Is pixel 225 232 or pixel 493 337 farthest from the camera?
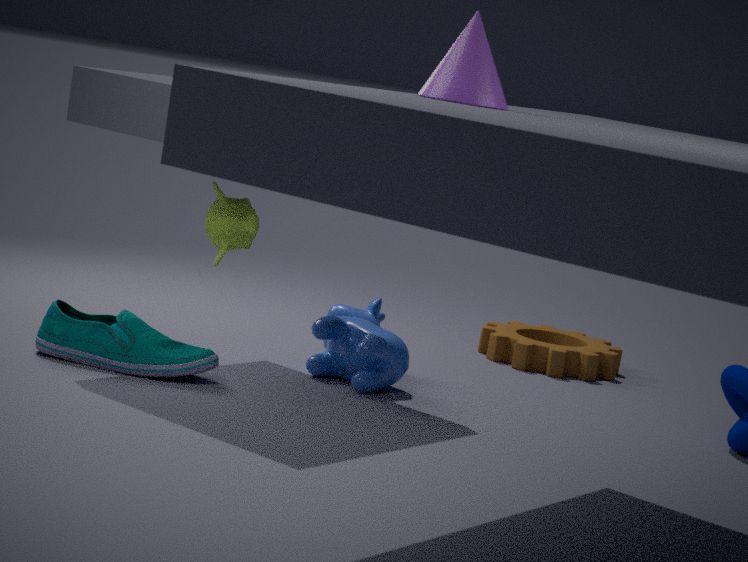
pixel 493 337
